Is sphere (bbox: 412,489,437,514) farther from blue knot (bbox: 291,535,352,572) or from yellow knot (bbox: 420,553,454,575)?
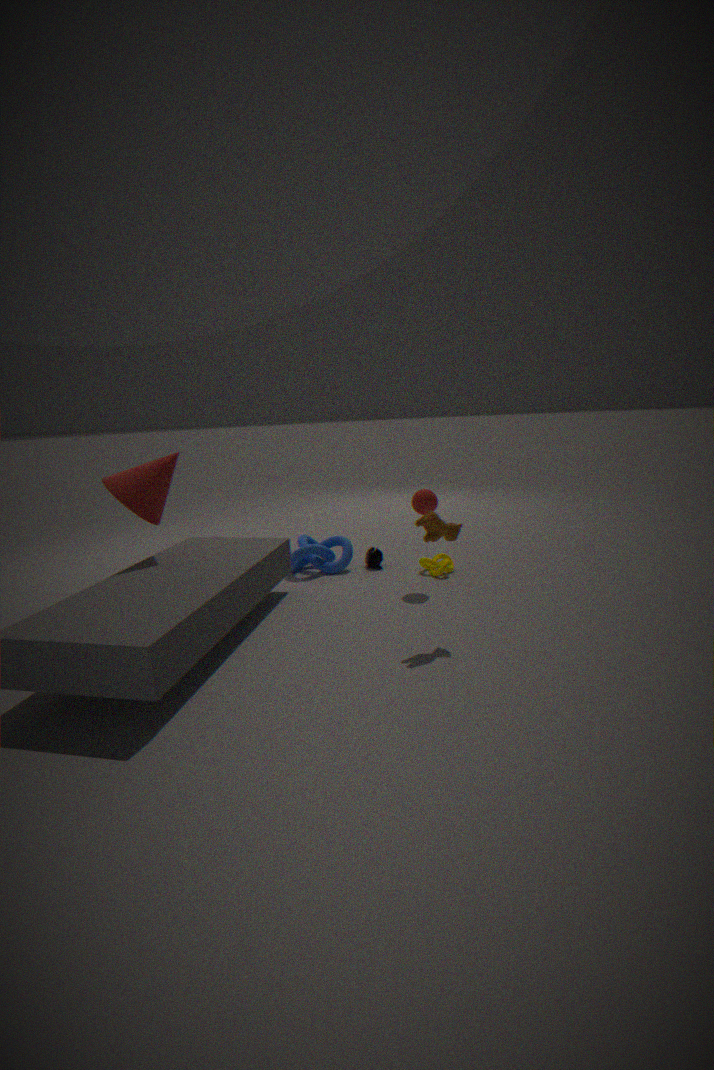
blue knot (bbox: 291,535,352,572)
